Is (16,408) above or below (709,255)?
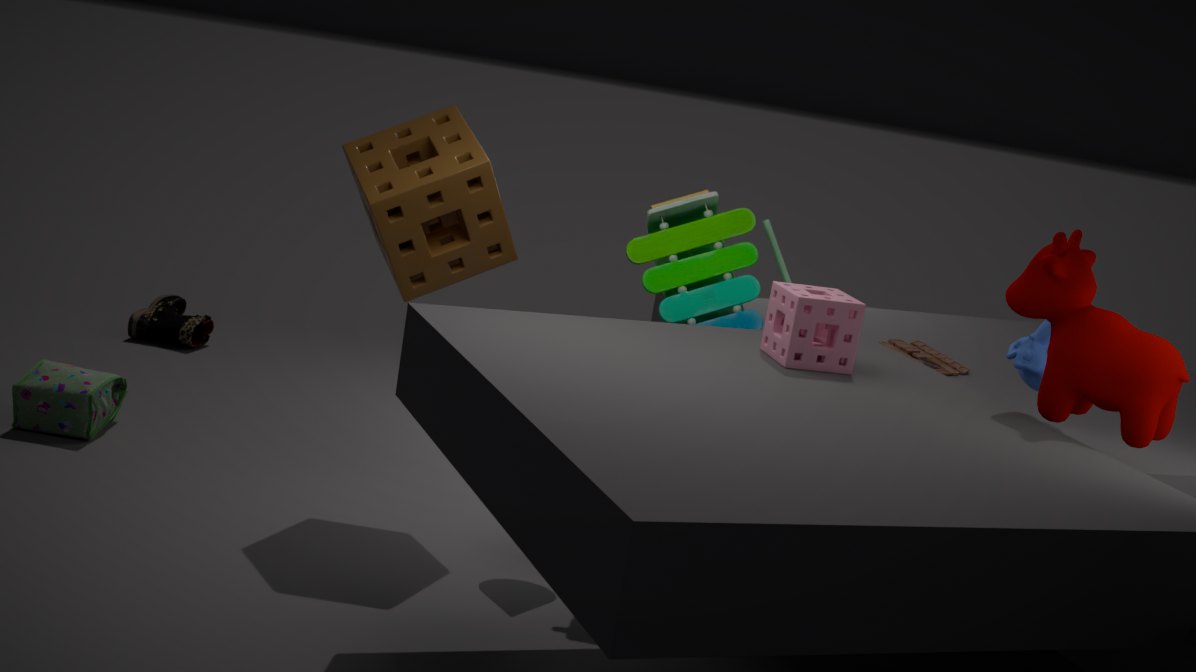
below
